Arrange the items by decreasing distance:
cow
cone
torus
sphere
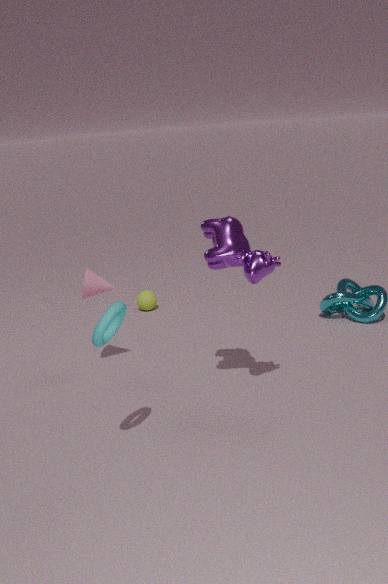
sphere, cone, cow, torus
